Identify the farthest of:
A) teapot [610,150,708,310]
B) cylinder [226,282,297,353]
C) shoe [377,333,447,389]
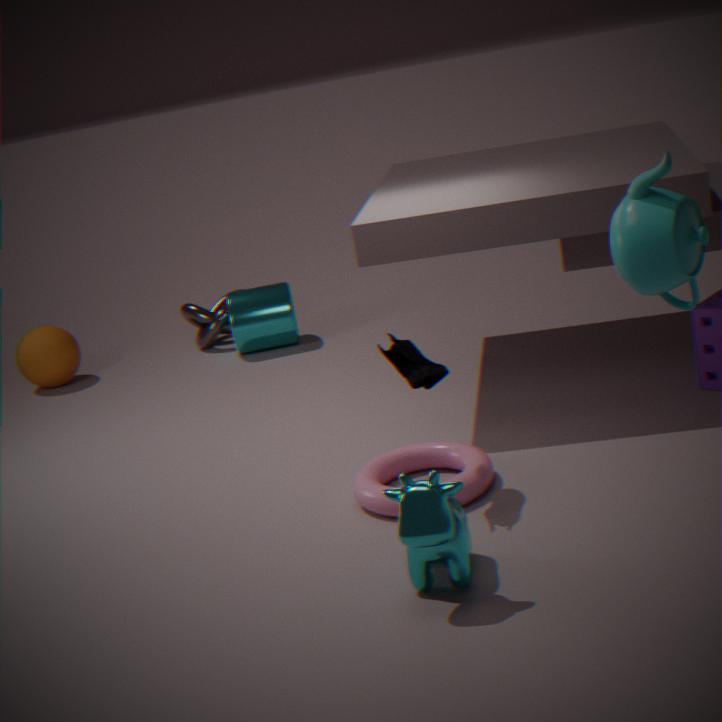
cylinder [226,282,297,353]
